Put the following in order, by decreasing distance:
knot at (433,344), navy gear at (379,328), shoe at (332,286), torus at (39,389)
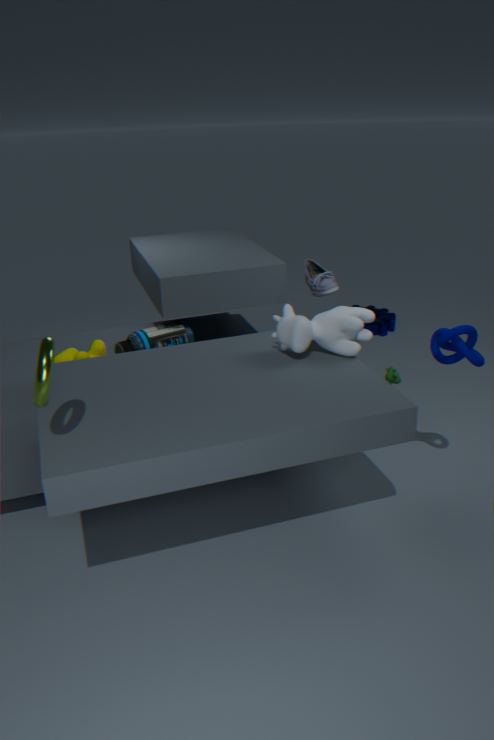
navy gear at (379,328) → shoe at (332,286) → knot at (433,344) → torus at (39,389)
